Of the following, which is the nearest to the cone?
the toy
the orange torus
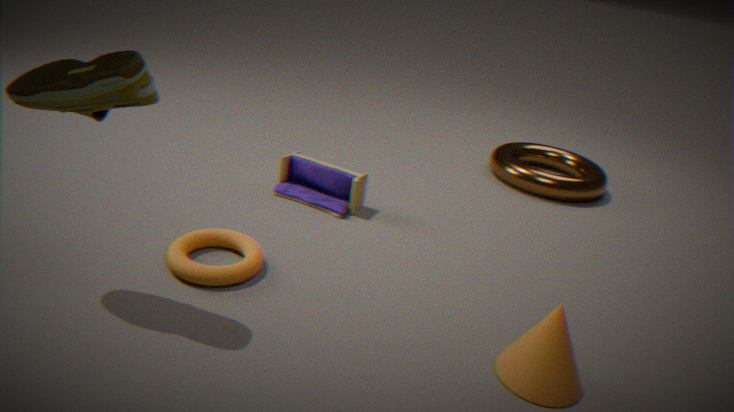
the orange torus
